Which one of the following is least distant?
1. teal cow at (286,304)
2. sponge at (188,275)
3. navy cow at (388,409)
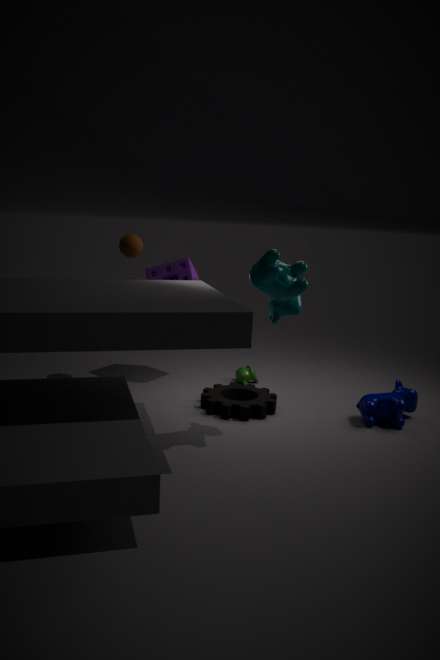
teal cow at (286,304)
